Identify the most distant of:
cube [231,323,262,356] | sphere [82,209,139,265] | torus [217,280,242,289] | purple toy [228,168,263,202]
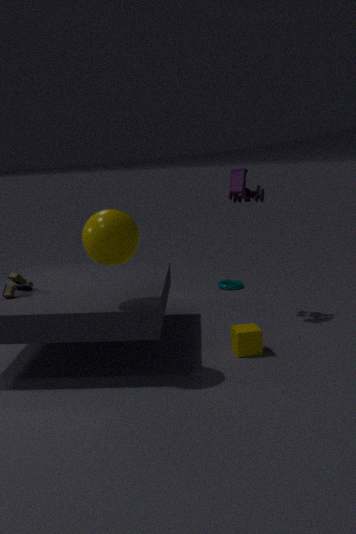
torus [217,280,242,289]
